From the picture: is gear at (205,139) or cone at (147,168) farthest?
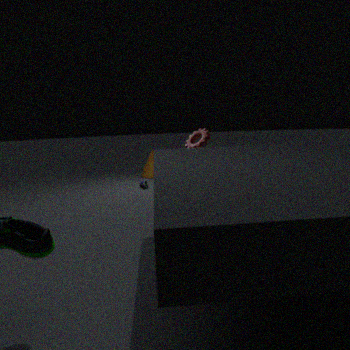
cone at (147,168)
